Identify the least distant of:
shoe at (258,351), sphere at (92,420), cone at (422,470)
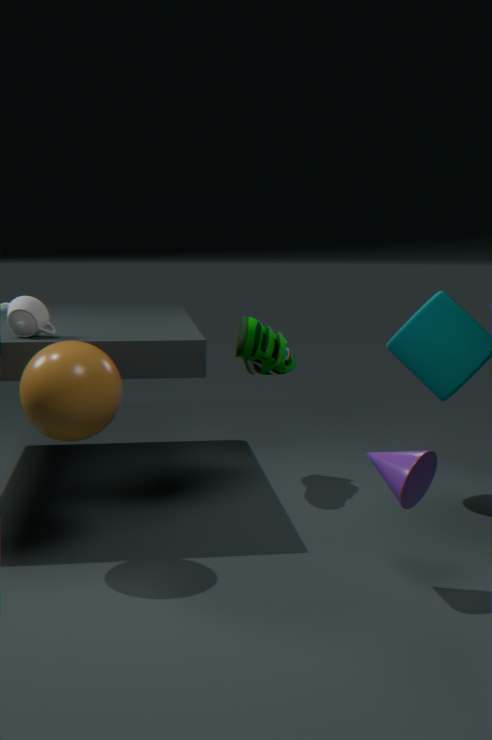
cone at (422,470)
